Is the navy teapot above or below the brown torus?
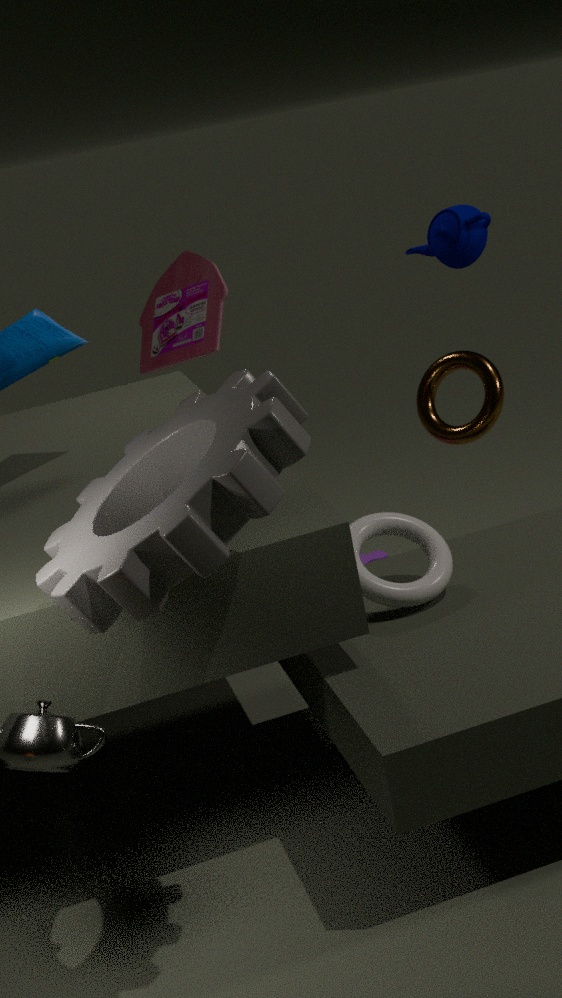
above
